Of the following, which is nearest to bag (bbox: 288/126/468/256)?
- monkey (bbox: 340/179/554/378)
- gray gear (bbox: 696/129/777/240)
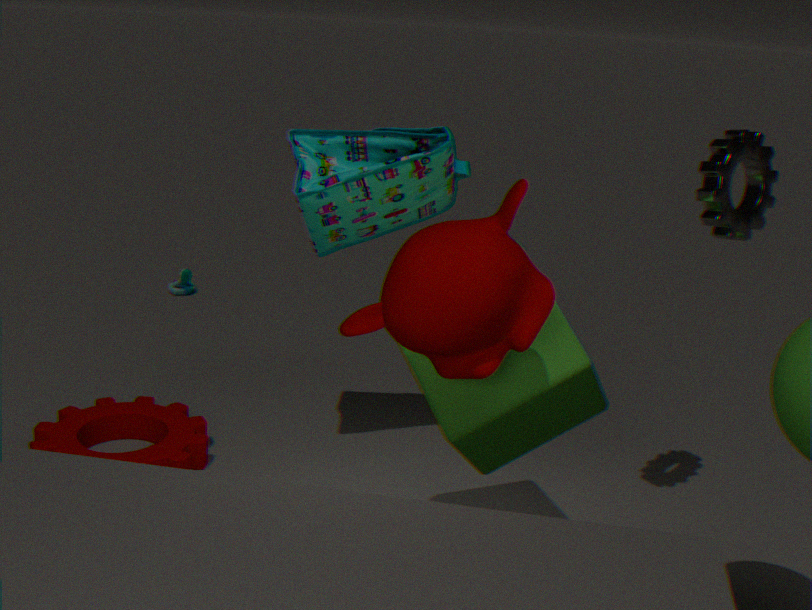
monkey (bbox: 340/179/554/378)
